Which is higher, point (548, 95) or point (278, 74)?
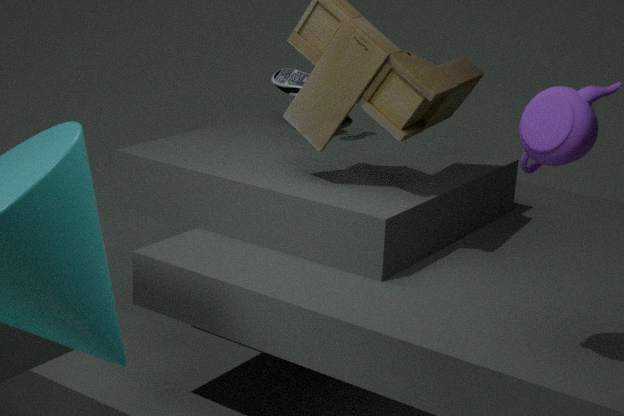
point (548, 95)
